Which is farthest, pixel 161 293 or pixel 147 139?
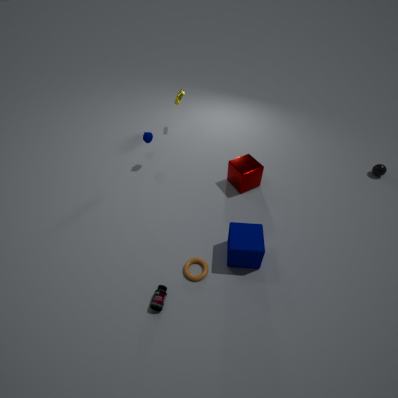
pixel 147 139
